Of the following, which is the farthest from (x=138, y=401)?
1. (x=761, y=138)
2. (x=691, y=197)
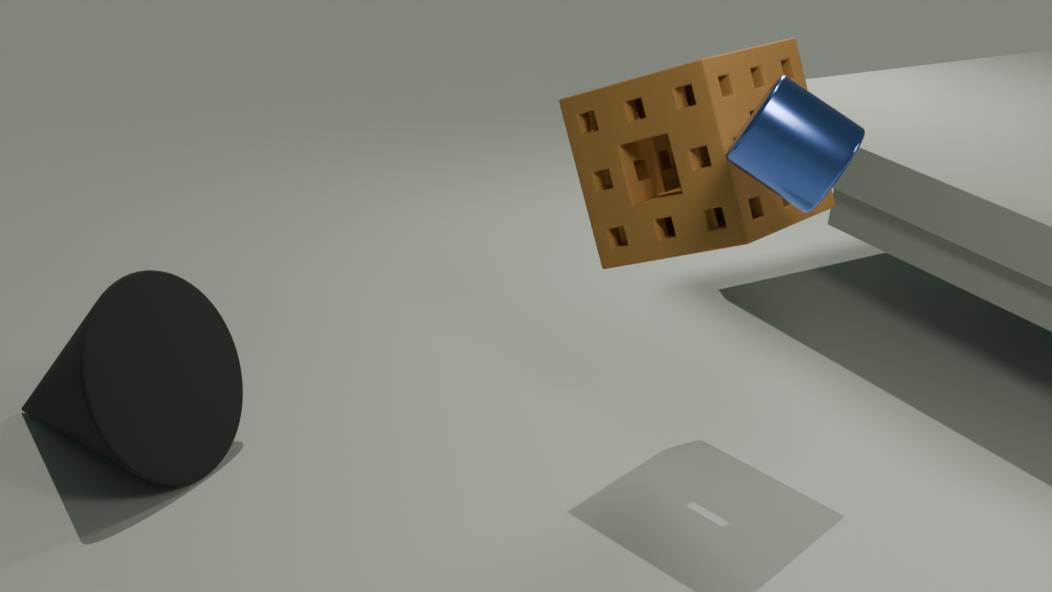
(x=761, y=138)
